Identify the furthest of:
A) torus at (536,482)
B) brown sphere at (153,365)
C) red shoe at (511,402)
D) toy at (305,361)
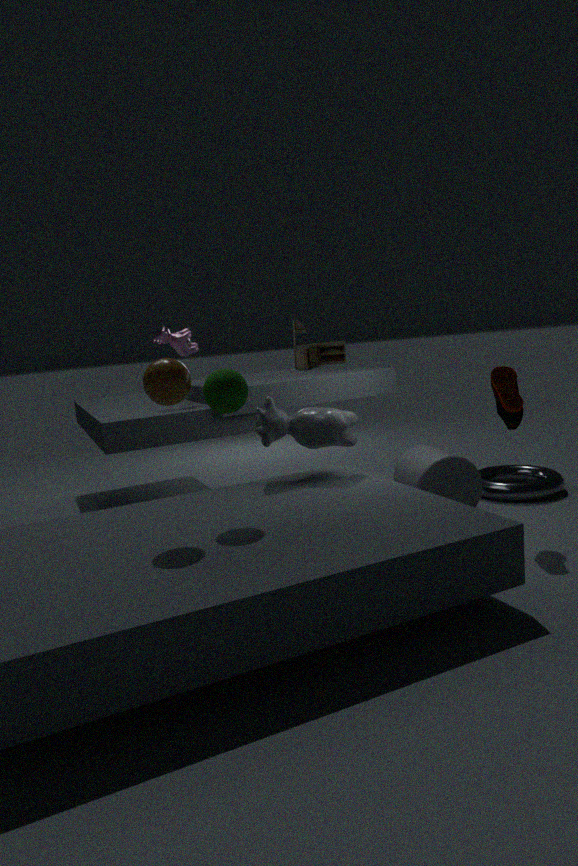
toy at (305,361)
